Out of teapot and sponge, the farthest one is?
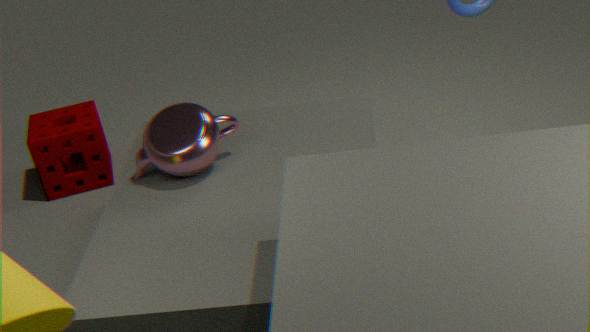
sponge
